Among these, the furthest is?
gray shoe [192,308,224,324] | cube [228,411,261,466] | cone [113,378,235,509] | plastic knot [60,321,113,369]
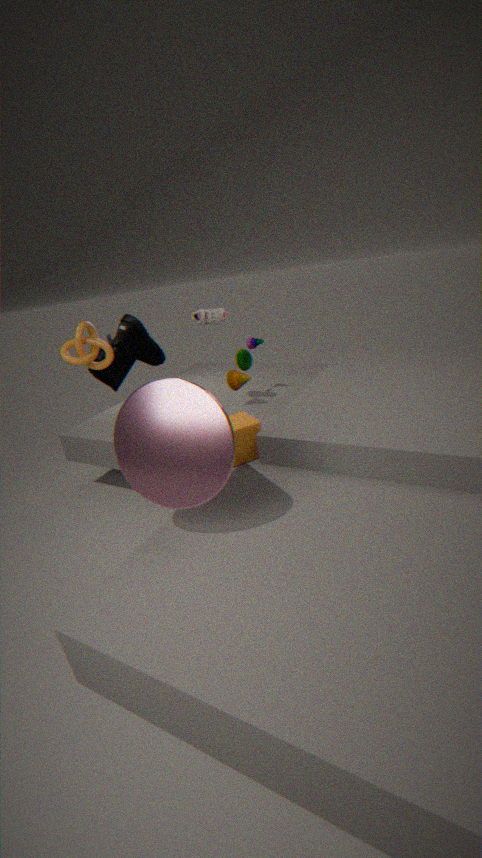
gray shoe [192,308,224,324]
